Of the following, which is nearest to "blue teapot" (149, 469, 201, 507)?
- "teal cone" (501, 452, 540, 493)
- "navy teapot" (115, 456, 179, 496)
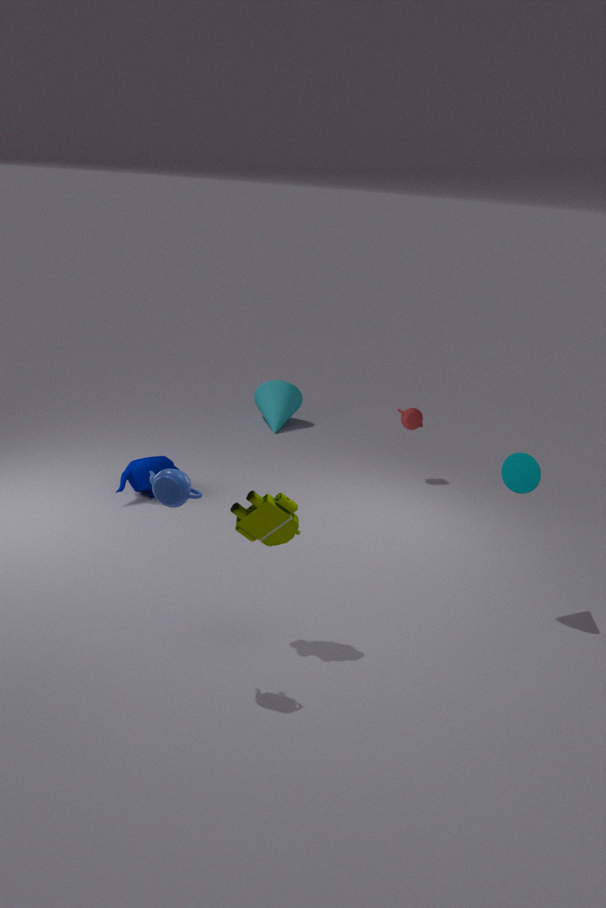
"teal cone" (501, 452, 540, 493)
